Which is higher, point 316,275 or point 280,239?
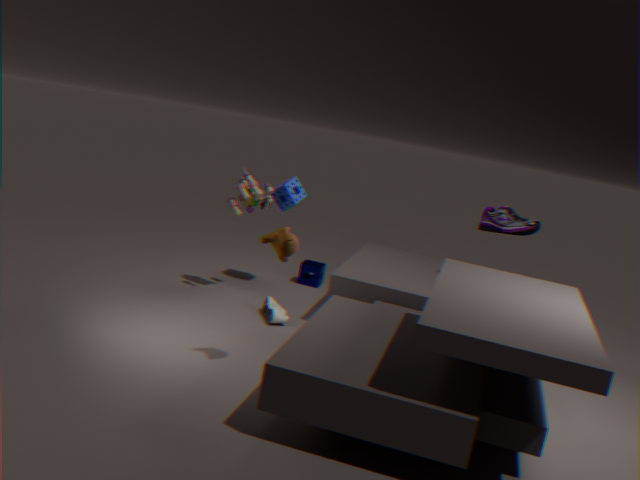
point 280,239
